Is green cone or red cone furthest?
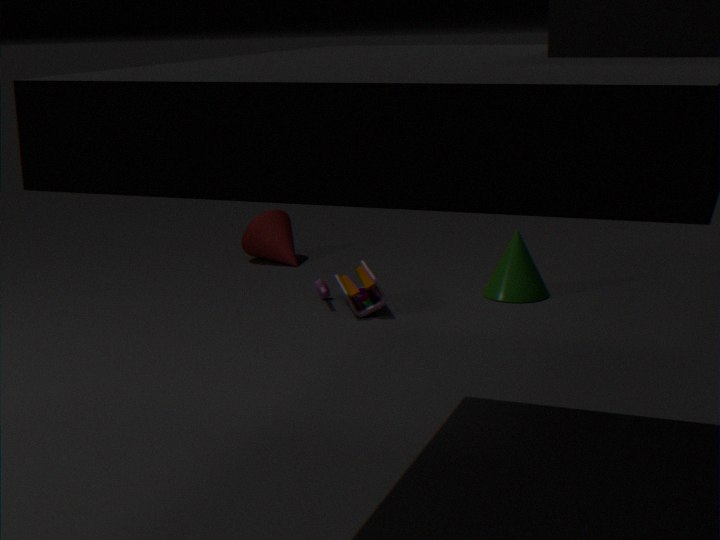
red cone
